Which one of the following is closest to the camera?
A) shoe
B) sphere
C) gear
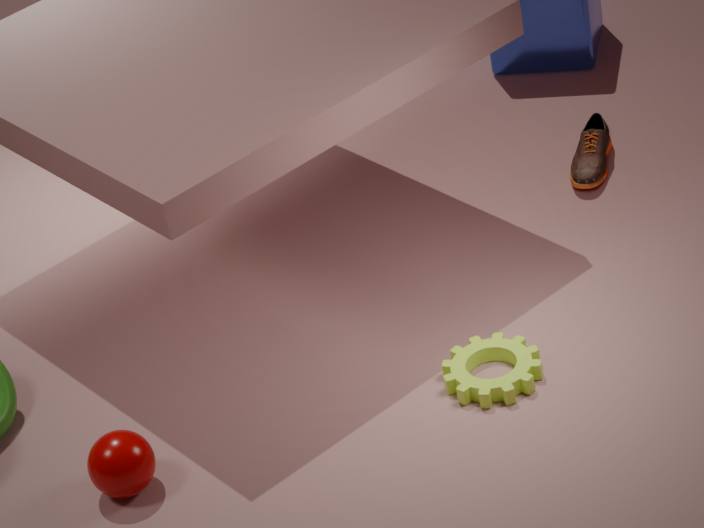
sphere
